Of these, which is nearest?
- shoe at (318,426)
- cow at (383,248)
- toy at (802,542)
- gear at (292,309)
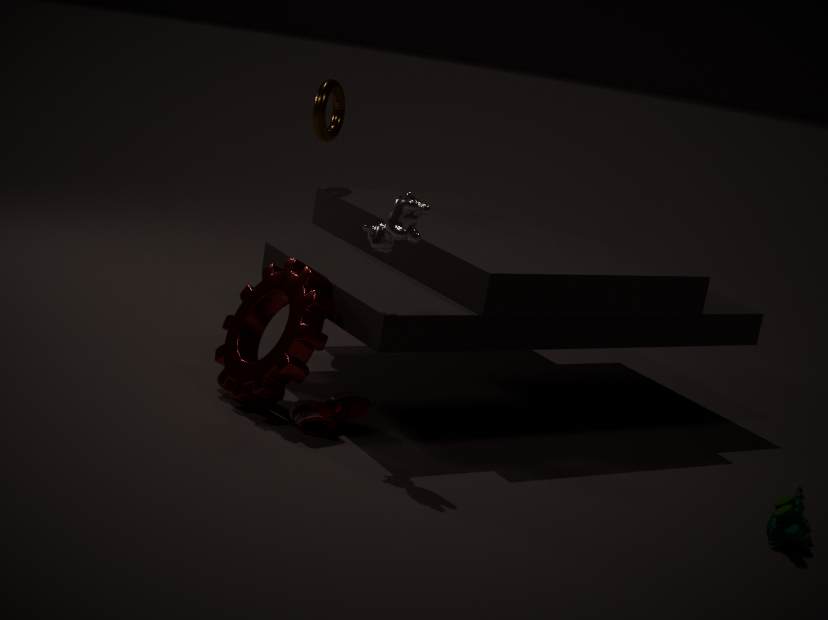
toy at (802,542)
